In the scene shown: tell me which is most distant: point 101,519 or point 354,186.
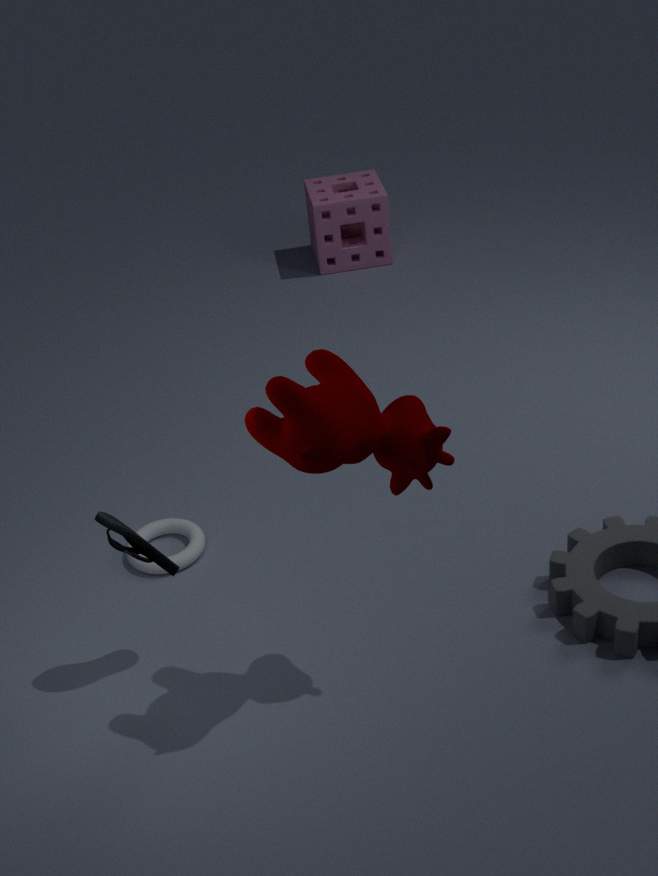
point 354,186
